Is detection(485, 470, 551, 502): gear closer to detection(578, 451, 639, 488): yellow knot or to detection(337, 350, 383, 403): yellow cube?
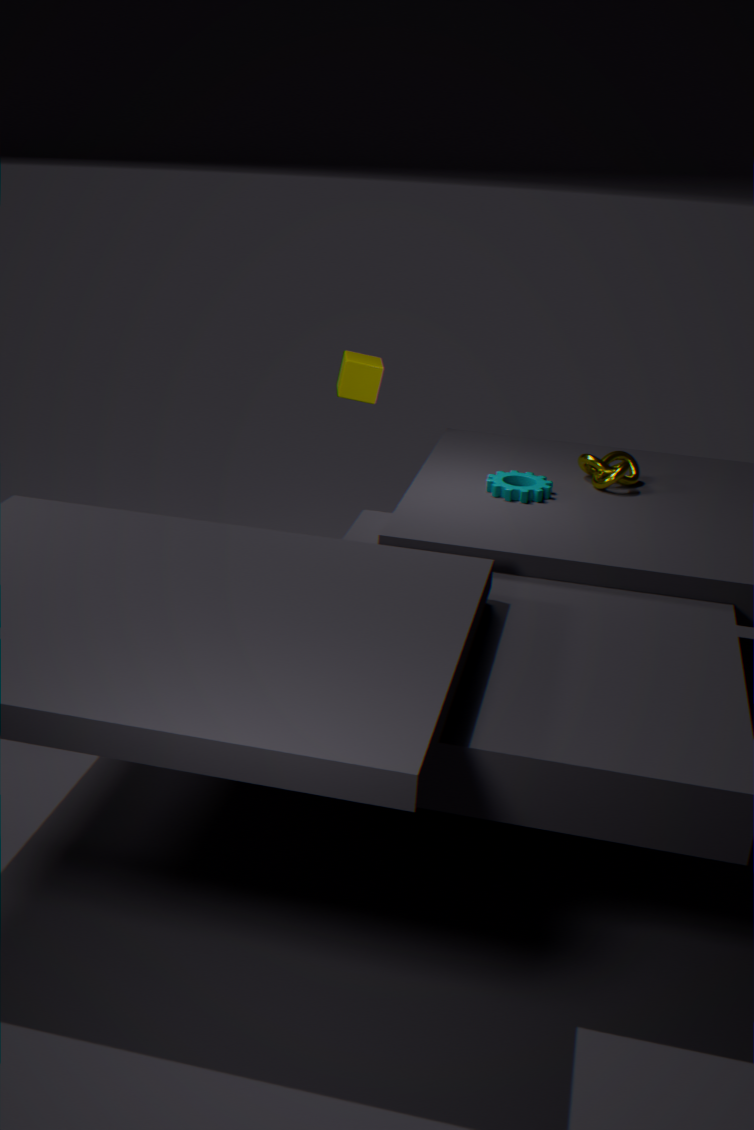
detection(578, 451, 639, 488): yellow knot
